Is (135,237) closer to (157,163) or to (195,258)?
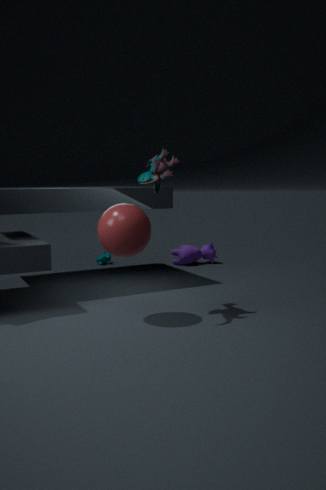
(157,163)
